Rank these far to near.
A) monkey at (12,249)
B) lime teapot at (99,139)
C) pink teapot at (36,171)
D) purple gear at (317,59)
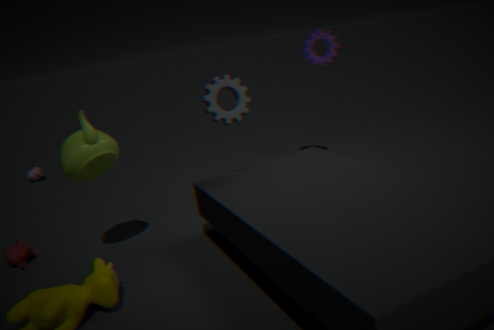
pink teapot at (36,171)
purple gear at (317,59)
monkey at (12,249)
lime teapot at (99,139)
